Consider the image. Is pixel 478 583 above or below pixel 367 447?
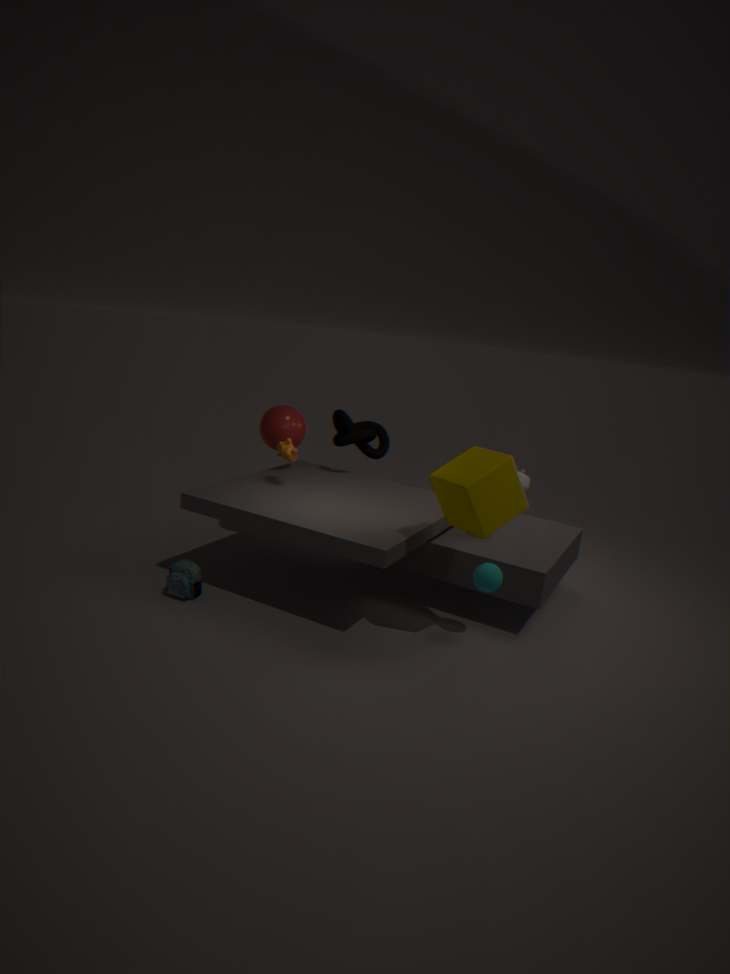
below
